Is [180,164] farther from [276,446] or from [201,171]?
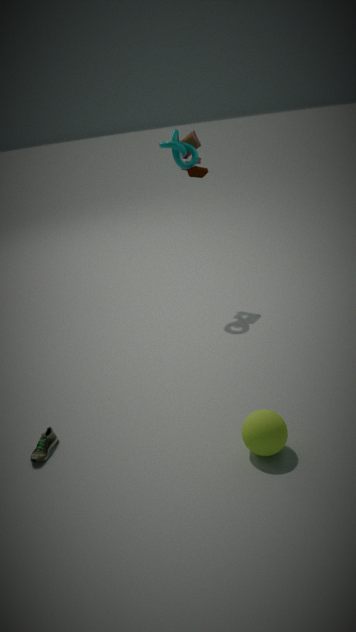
[276,446]
